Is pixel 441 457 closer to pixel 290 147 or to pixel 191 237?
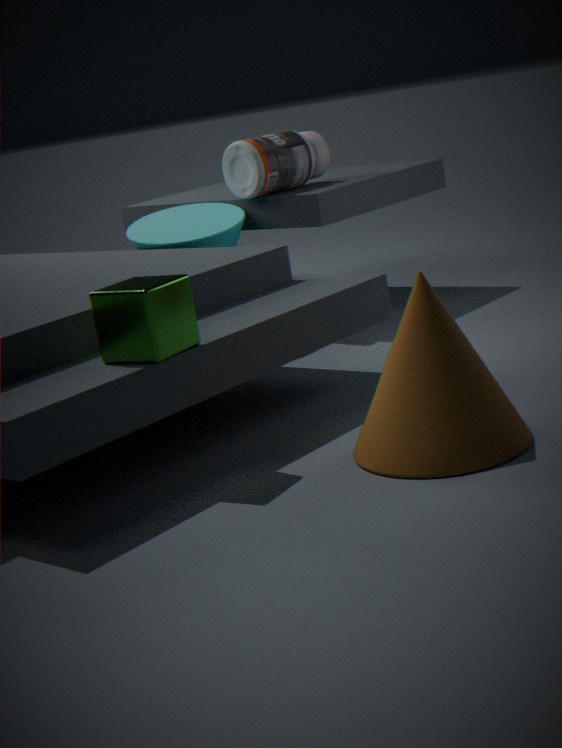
pixel 191 237
